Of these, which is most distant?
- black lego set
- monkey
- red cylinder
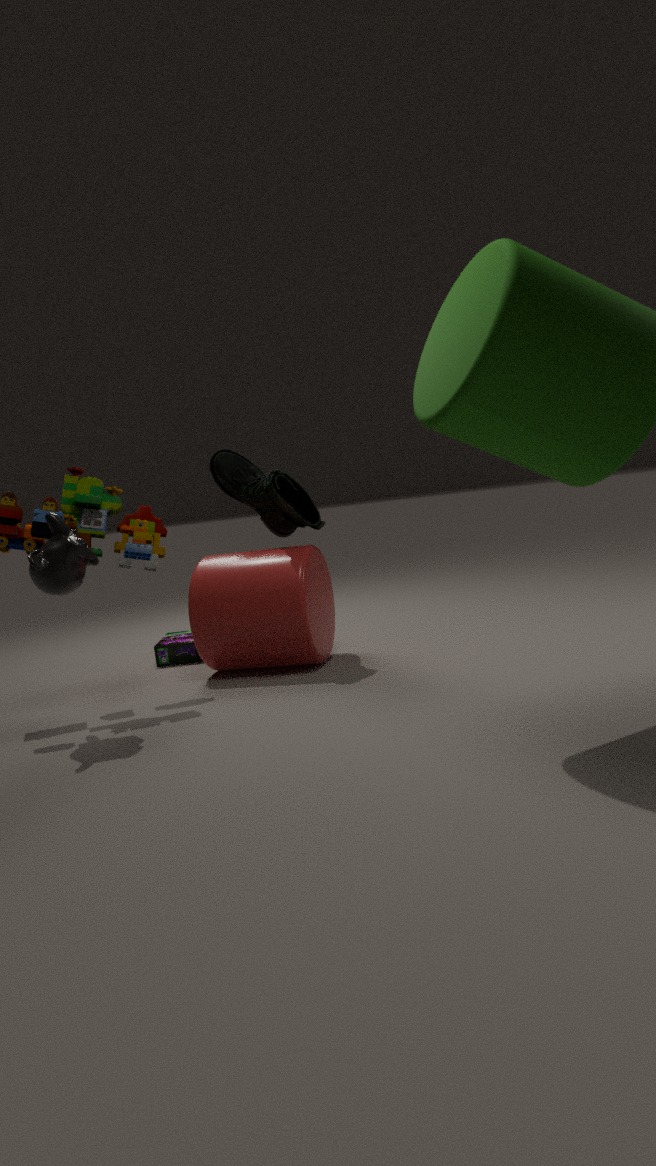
black lego set
